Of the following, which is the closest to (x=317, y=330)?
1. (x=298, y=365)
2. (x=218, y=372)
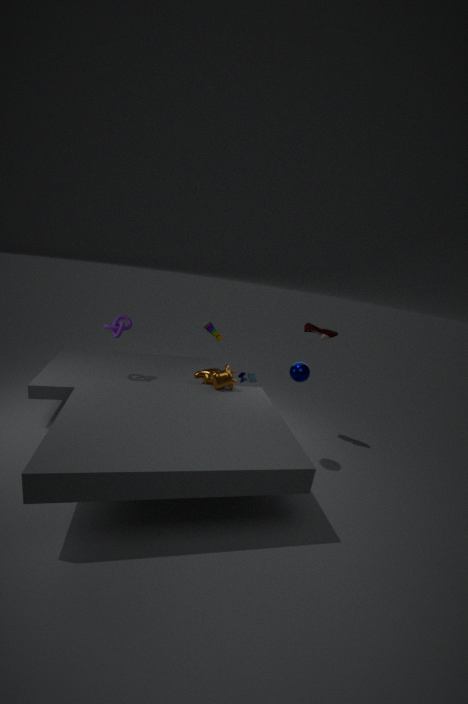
(x=298, y=365)
